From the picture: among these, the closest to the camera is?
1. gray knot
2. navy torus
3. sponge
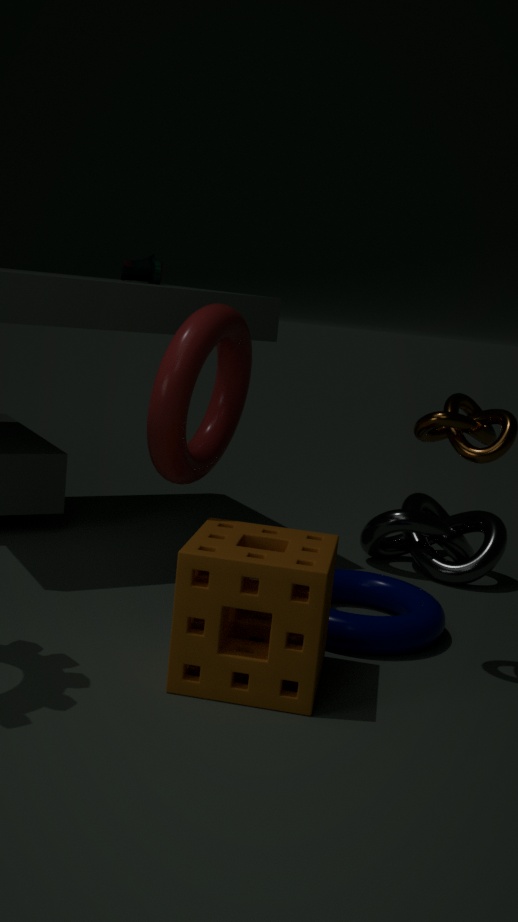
sponge
